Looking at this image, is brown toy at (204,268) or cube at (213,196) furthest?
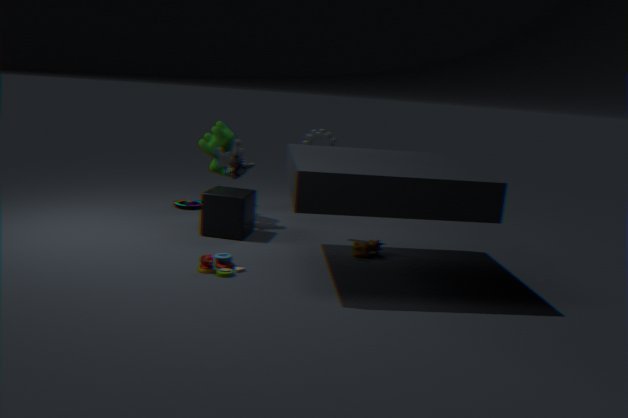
cube at (213,196)
